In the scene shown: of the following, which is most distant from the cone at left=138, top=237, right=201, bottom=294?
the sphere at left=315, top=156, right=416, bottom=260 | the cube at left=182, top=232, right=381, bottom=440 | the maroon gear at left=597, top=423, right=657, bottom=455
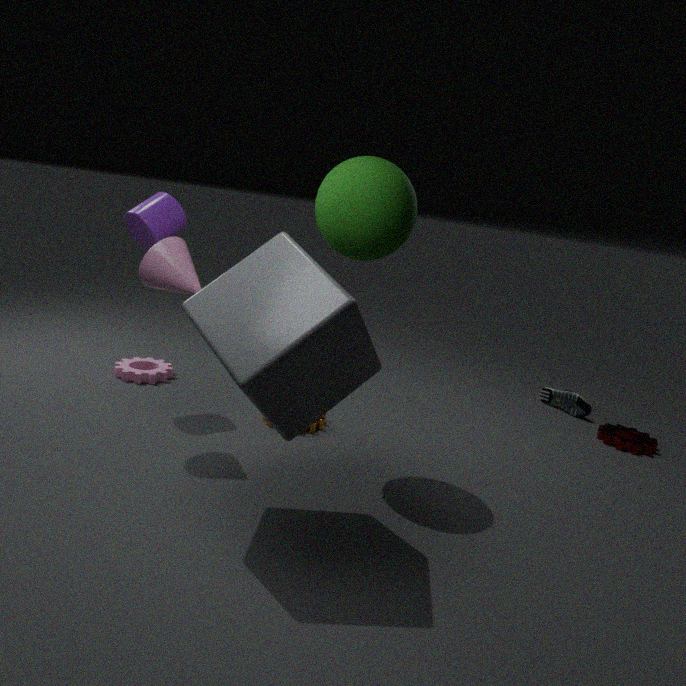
the maroon gear at left=597, top=423, right=657, bottom=455
